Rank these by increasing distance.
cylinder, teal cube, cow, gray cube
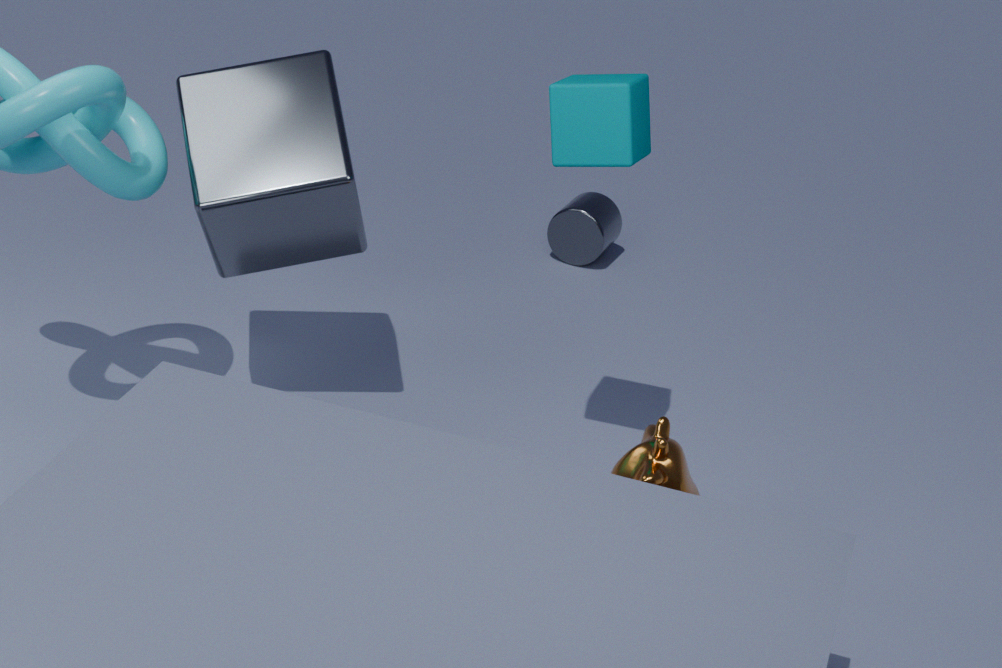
cow → teal cube → gray cube → cylinder
